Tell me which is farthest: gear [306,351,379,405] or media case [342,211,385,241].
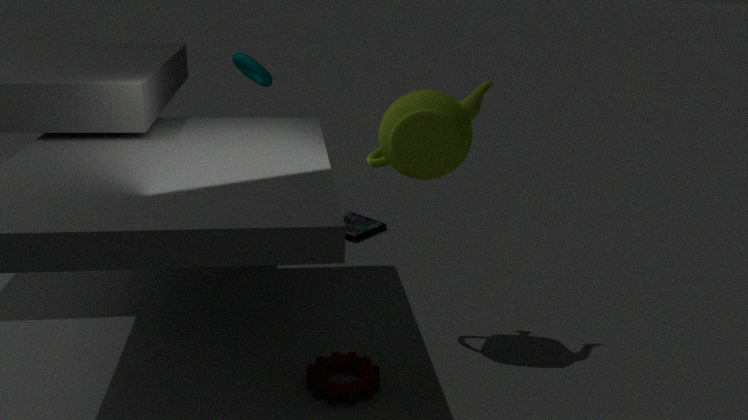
media case [342,211,385,241]
